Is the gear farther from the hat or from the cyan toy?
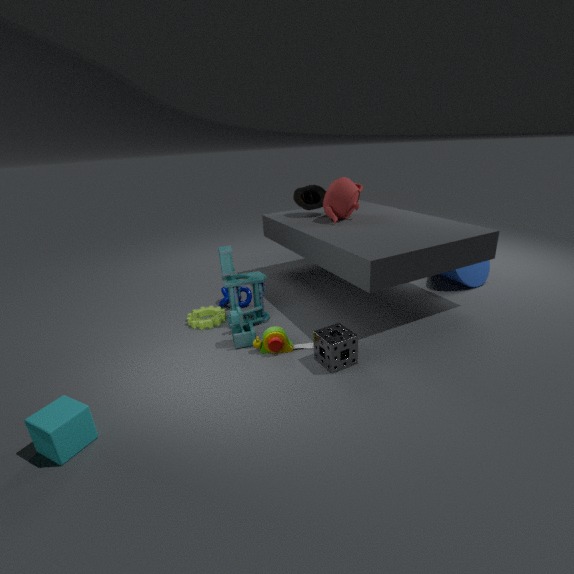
the hat
